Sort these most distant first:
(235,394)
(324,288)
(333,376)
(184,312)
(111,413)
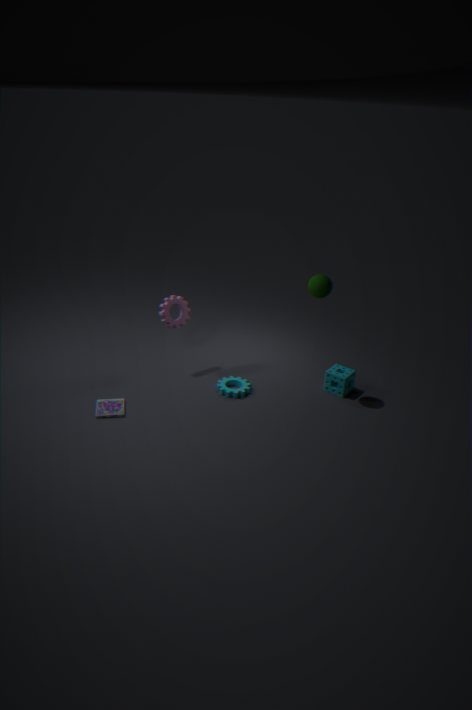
(184,312)
(333,376)
(235,394)
(111,413)
(324,288)
